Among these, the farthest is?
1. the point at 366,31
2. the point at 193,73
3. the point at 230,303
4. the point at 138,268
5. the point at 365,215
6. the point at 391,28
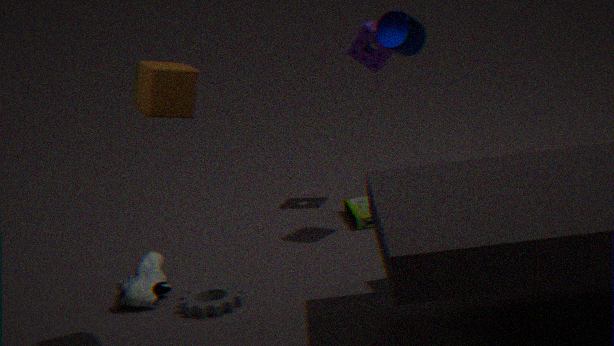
the point at 366,31
